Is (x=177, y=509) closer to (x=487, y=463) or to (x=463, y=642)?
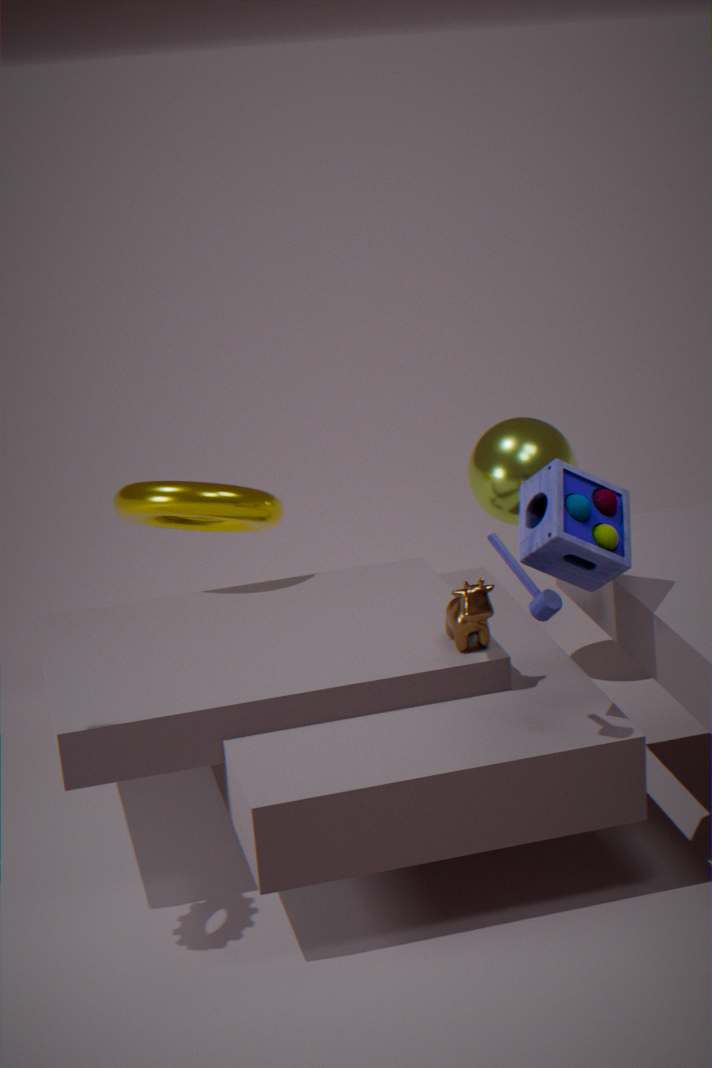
(x=487, y=463)
